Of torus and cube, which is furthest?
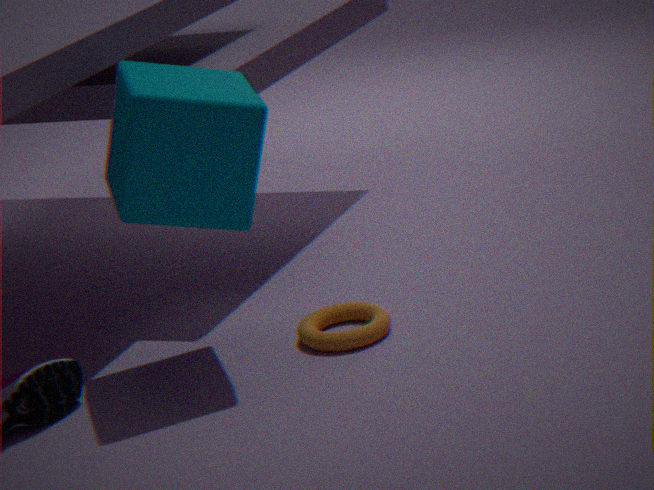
torus
